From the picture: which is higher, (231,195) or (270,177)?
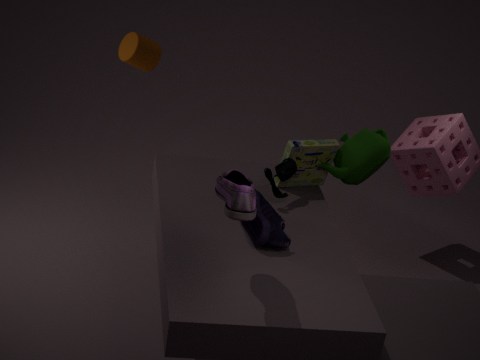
(231,195)
